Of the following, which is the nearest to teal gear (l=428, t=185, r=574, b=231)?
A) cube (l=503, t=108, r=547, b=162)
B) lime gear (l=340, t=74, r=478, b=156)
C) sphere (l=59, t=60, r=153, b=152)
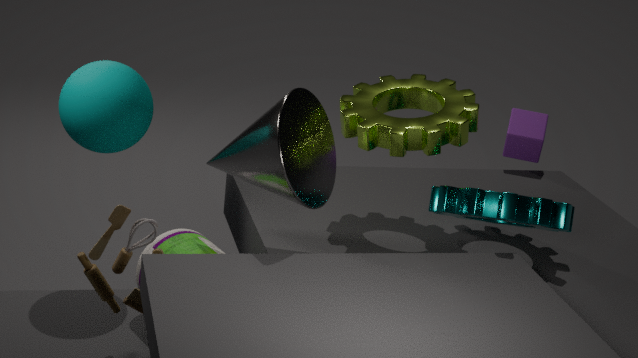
lime gear (l=340, t=74, r=478, b=156)
